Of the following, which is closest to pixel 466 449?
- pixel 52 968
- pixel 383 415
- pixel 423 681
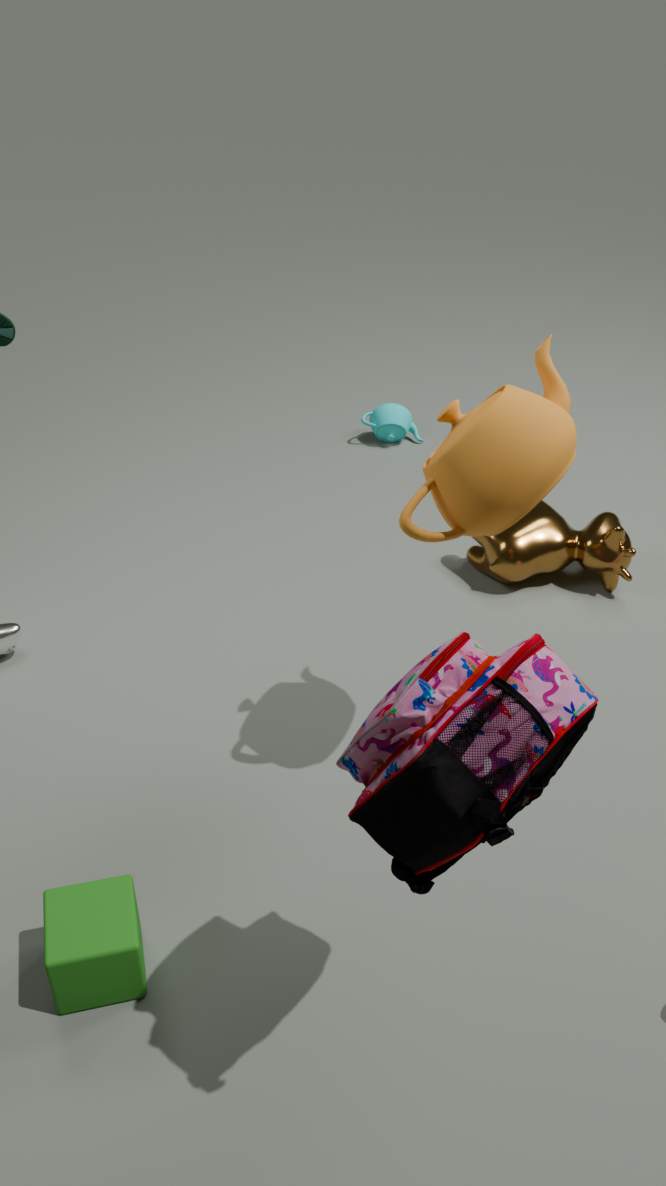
pixel 423 681
